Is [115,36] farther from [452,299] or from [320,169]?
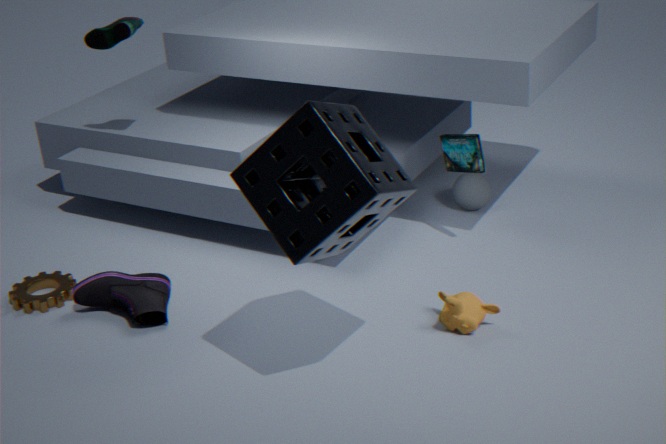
[452,299]
